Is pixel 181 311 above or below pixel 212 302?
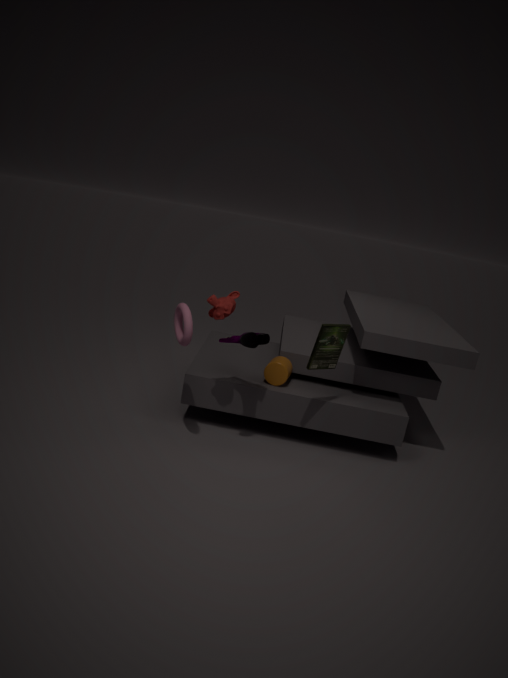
below
